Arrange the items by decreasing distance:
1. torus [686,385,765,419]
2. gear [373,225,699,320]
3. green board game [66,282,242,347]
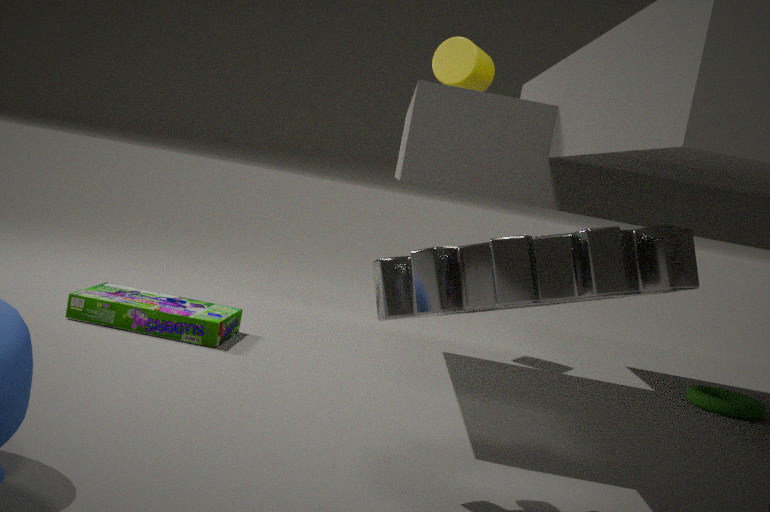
torus [686,385,765,419]
green board game [66,282,242,347]
gear [373,225,699,320]
